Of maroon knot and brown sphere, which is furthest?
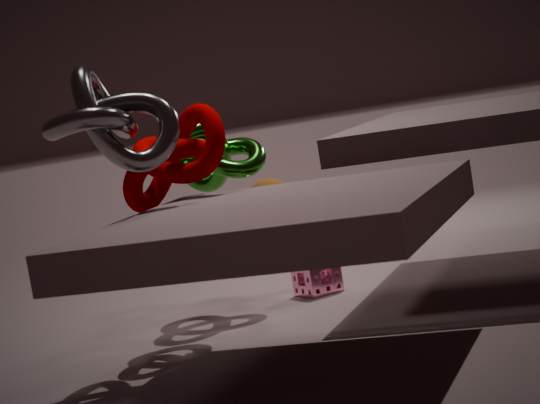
brown sphere
